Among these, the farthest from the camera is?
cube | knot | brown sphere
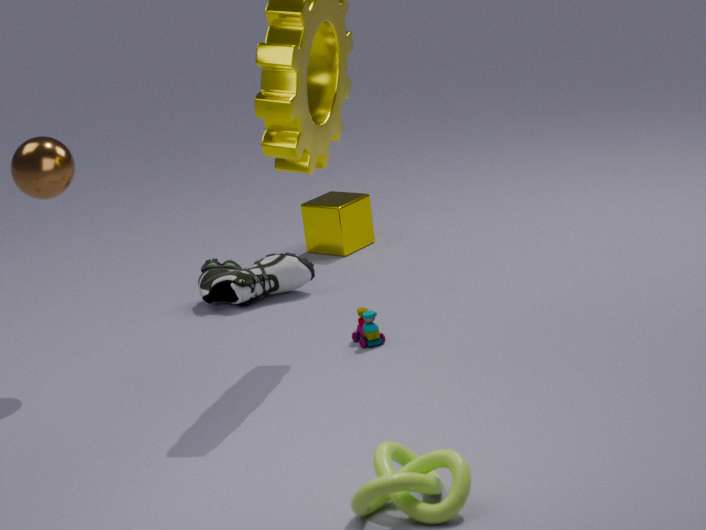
cube
